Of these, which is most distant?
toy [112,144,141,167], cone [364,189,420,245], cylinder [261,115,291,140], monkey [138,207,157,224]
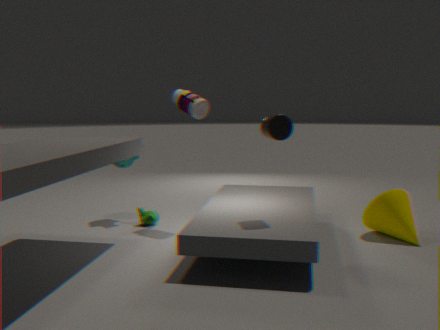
toy [112,144,141,167]
